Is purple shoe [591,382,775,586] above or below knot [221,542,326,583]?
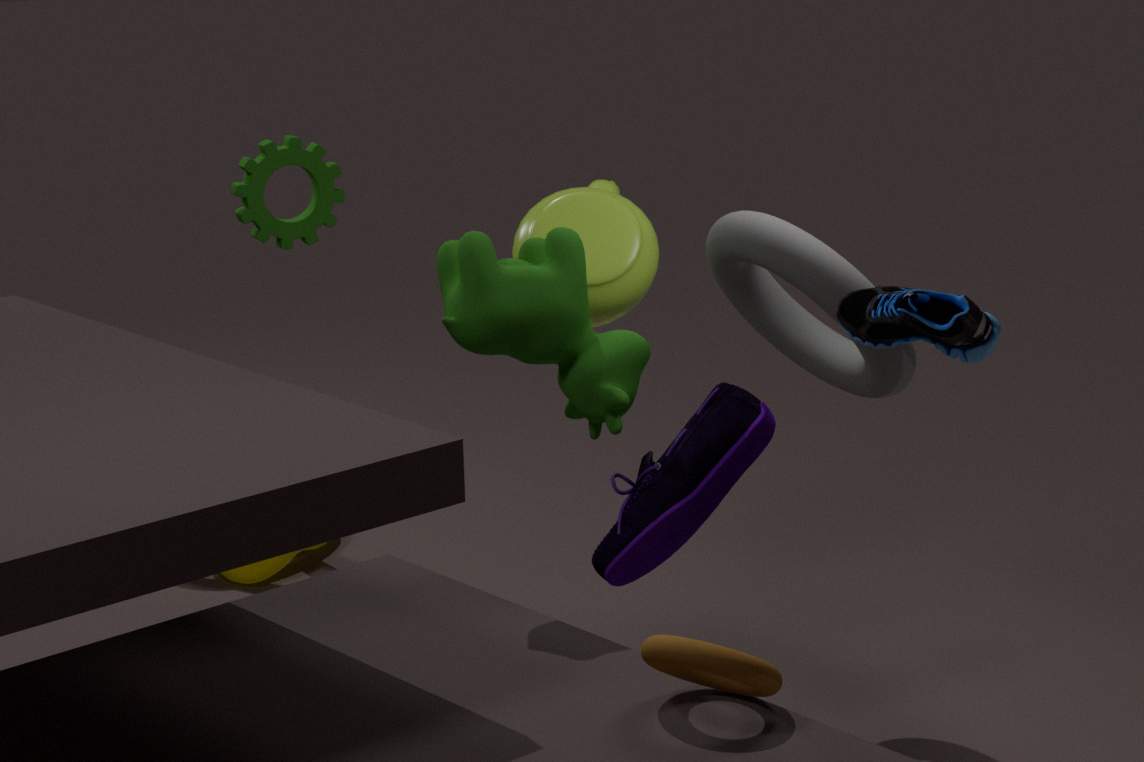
above
